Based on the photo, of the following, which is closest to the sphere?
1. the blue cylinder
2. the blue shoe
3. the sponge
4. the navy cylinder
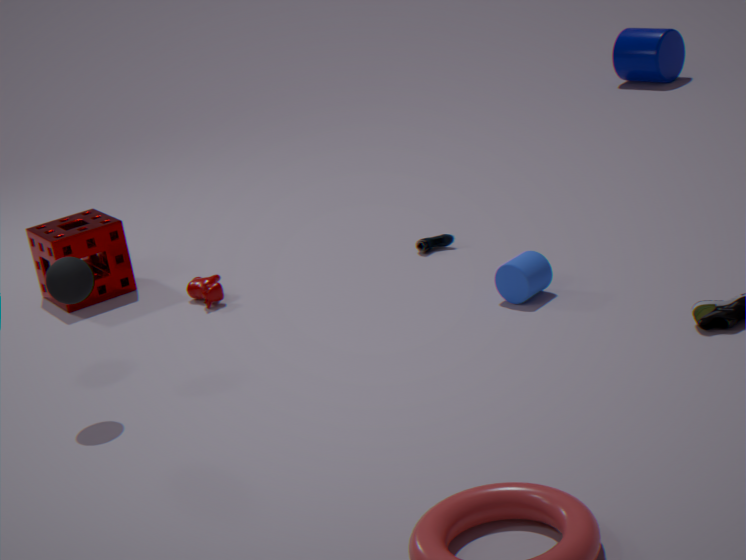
the sponge
